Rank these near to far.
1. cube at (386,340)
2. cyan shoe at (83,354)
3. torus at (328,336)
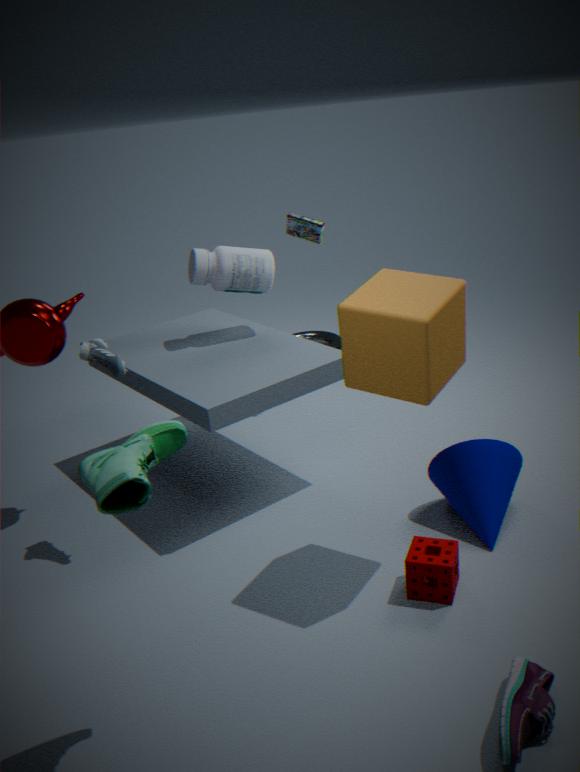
cube at (386,340), cyan shoe at (83,354), torus at (328,336)
